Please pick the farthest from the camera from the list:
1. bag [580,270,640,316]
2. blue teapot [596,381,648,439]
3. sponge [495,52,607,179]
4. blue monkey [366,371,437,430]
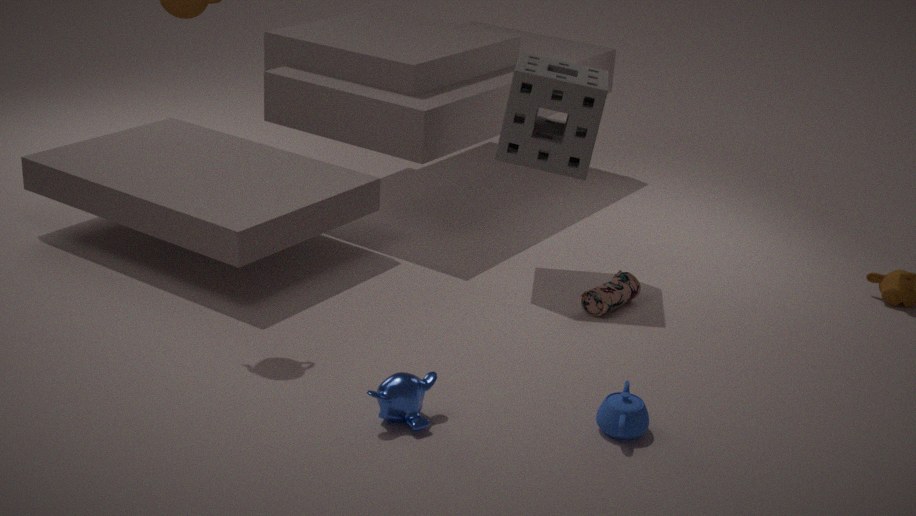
bag [580,270,640,316]
